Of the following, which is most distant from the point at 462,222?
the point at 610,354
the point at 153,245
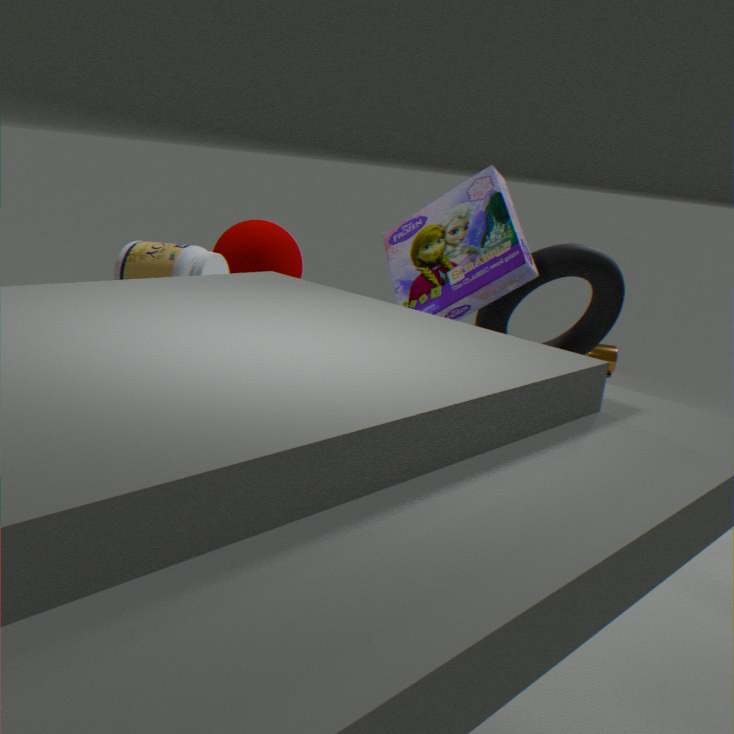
the point at 610,354
